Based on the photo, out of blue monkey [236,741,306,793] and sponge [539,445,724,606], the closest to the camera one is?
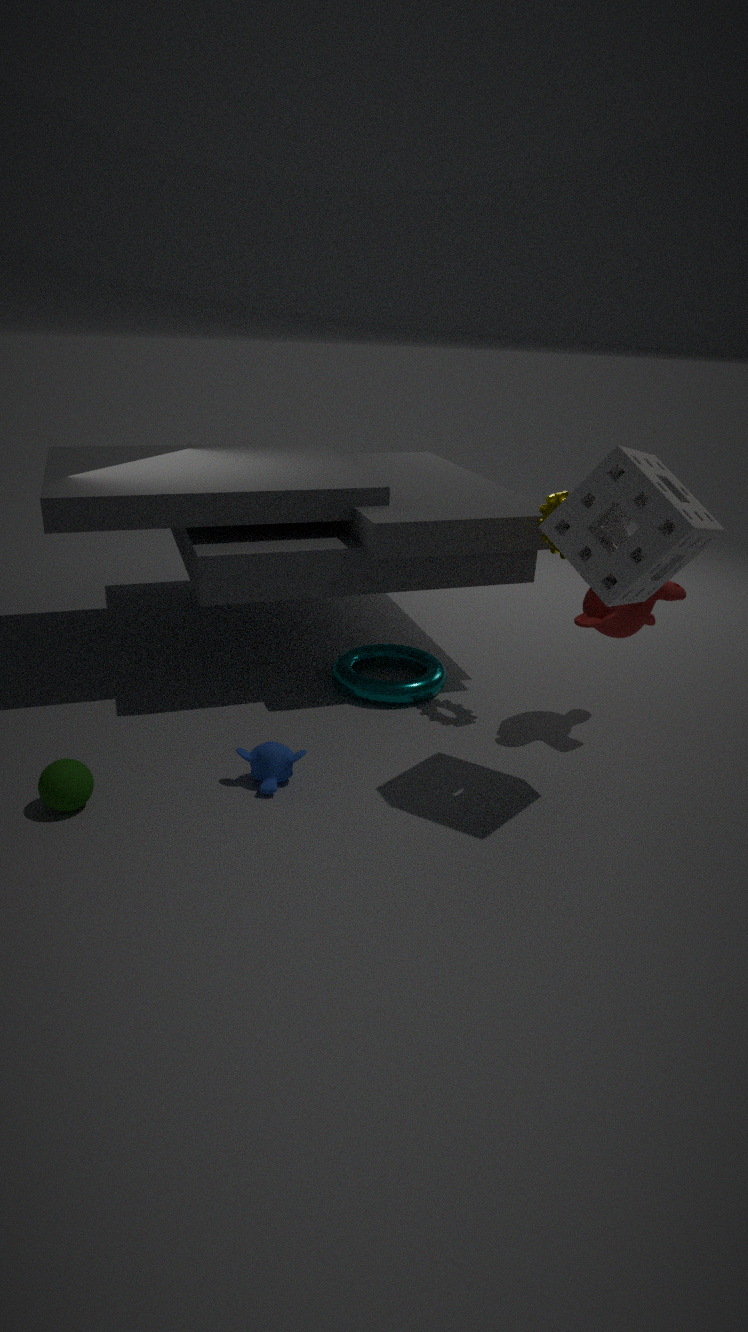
sponge [539,445,724,606]
